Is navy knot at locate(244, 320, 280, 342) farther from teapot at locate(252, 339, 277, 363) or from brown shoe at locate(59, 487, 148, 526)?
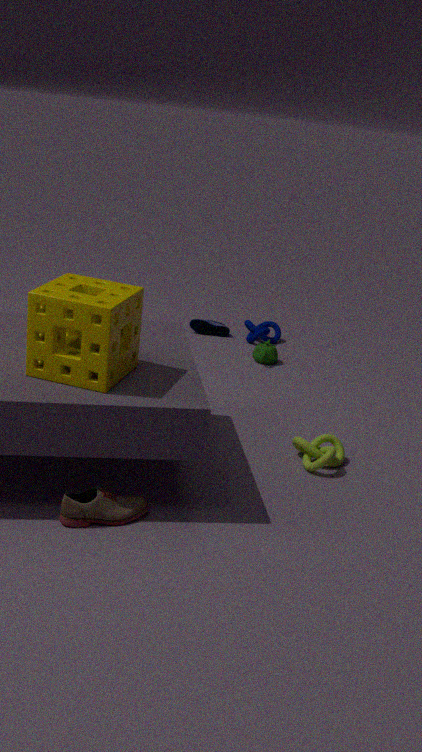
brown shoe at locate(59, 487, 148, 526)
